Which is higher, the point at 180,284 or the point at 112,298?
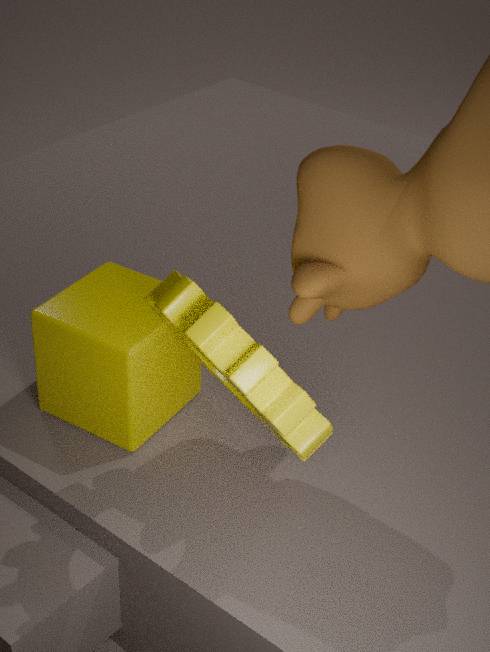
the point at 180,284
